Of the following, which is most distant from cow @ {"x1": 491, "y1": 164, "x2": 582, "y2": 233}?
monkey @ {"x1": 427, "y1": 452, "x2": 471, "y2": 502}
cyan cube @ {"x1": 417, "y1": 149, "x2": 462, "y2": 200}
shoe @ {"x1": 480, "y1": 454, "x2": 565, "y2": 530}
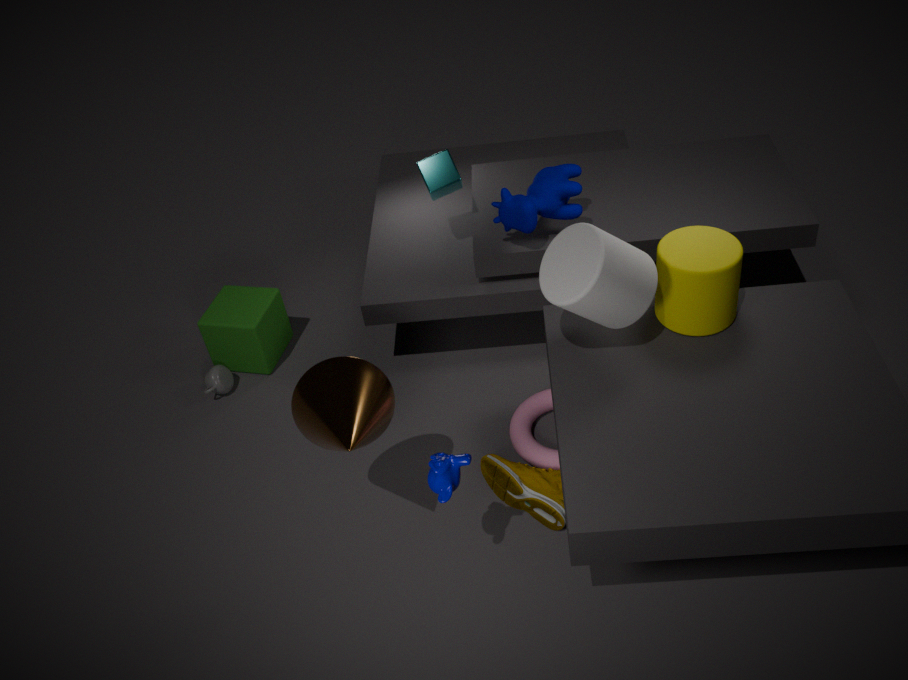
monkey @ {"x1": 427, "y1": 452, "x2": 471, "y2": 502}
